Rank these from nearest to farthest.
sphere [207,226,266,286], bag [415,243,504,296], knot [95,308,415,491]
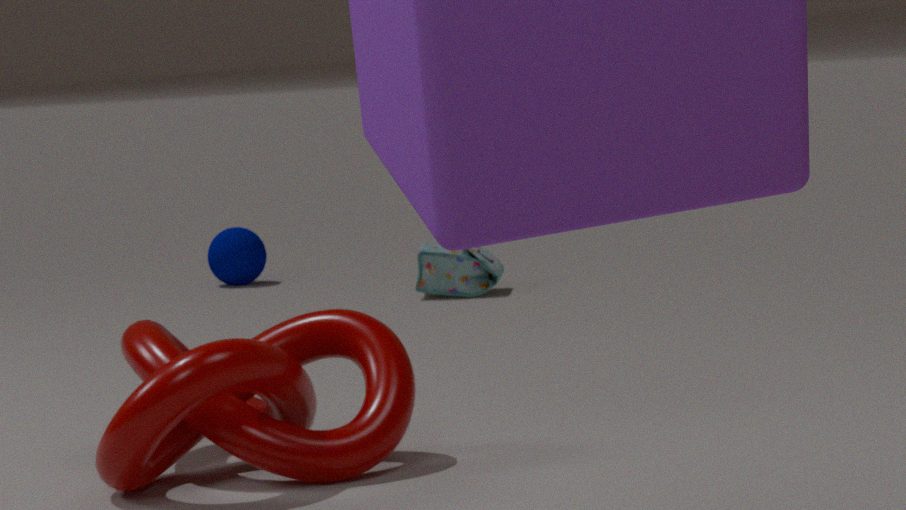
knot [95,308,415,491], bag [415,243,504,296], sphere [207,226,266,286]
